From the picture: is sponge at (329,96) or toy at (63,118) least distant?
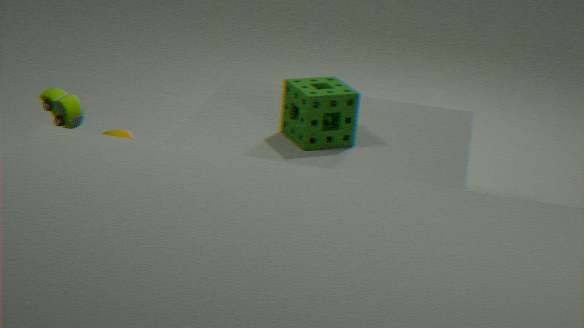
toy at (63,118)
